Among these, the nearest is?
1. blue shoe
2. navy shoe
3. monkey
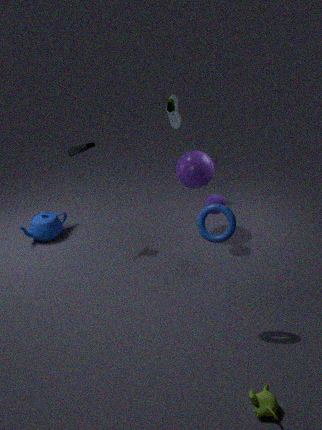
monkey
